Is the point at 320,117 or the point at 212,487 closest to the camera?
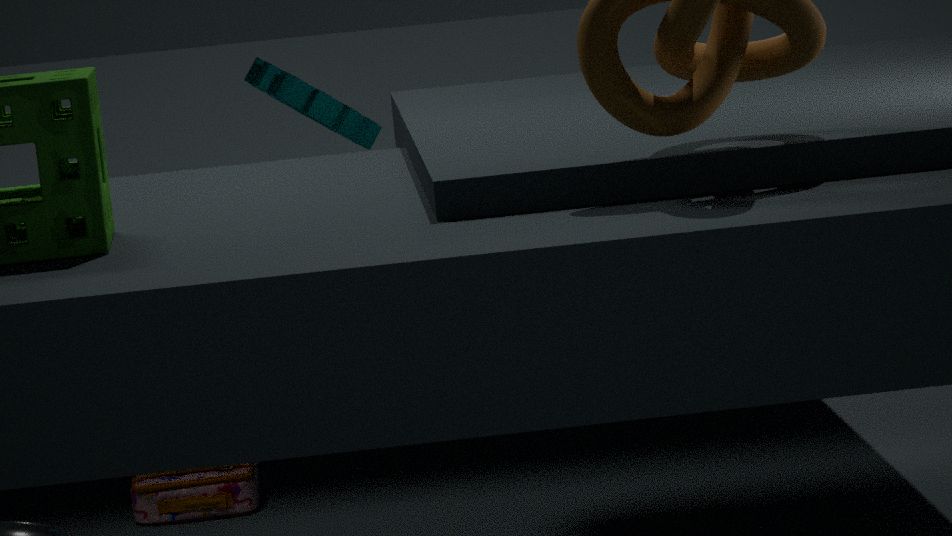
the point at 212,487
